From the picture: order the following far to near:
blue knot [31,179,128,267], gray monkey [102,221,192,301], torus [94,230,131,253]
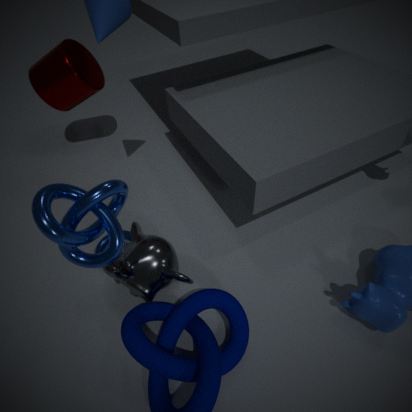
1. torus [94,230,131,253]
2. gray monkey [102,221,192,301]
3. blue knot [31,179,128,267]
